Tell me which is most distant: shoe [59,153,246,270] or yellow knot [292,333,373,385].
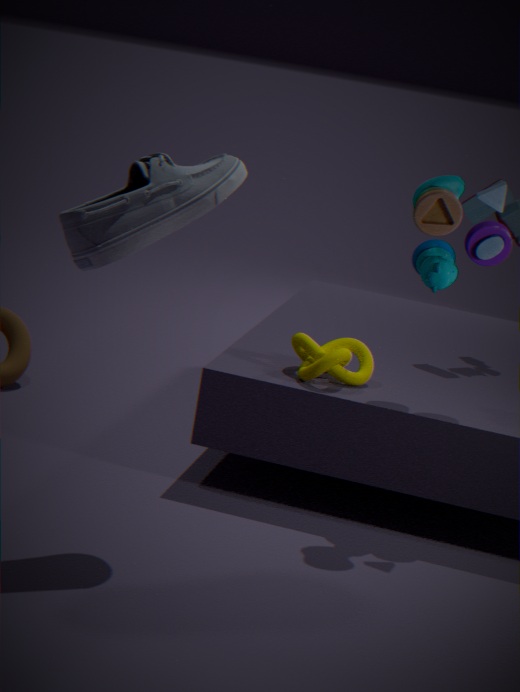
yellow knot [292,333,373,385]
